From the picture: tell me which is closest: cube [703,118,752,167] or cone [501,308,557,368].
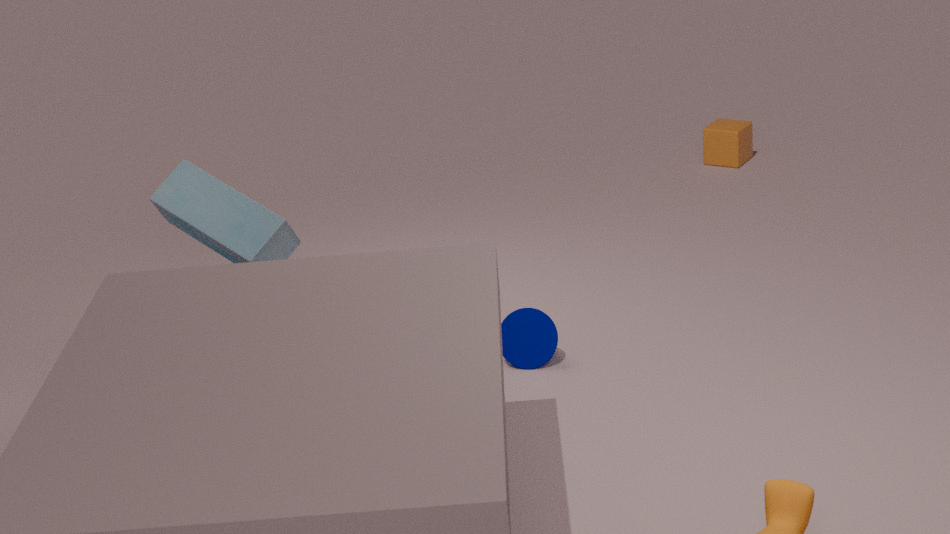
cone [501,308,557,368]
